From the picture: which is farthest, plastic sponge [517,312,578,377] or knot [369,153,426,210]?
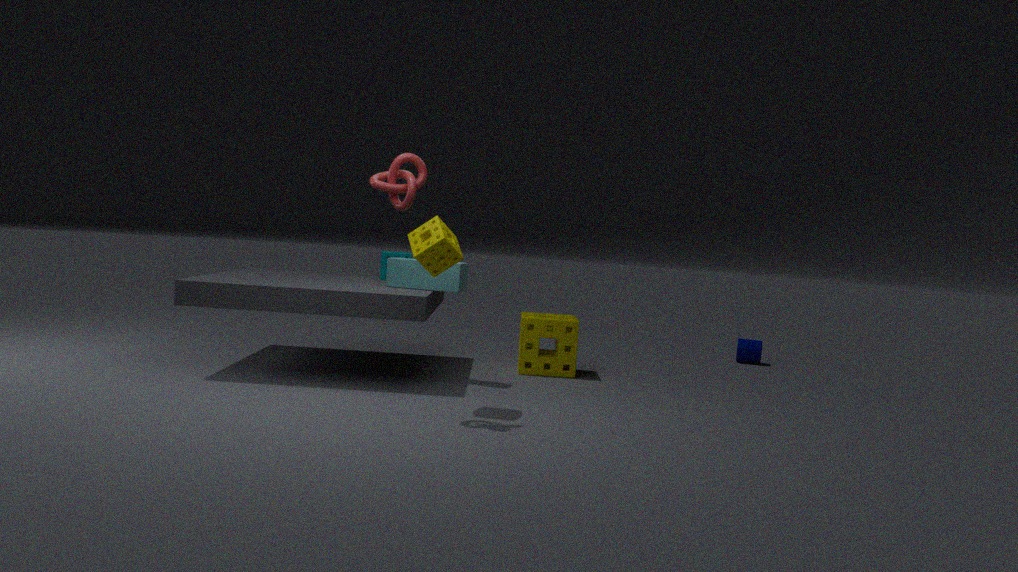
plastic sponge [517,312,578,377]
